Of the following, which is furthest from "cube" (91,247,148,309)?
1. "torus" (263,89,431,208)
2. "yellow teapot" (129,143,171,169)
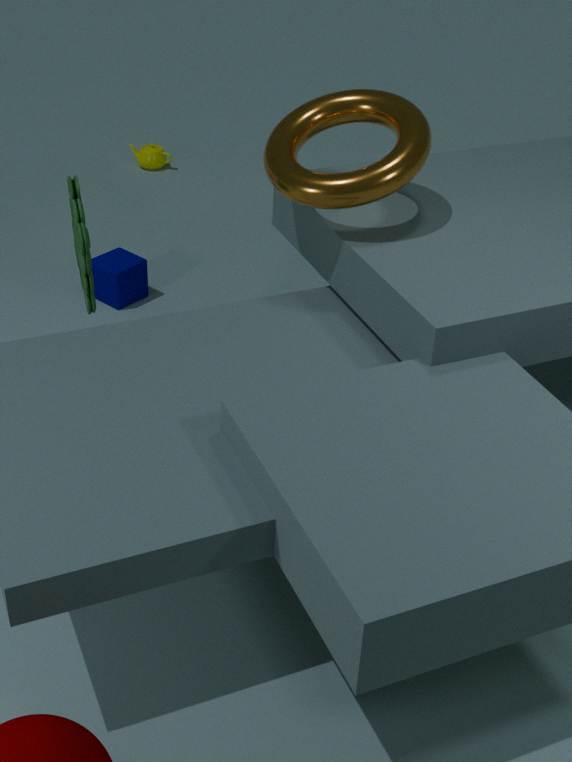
"yellow teapot" (129,143,171,169)
